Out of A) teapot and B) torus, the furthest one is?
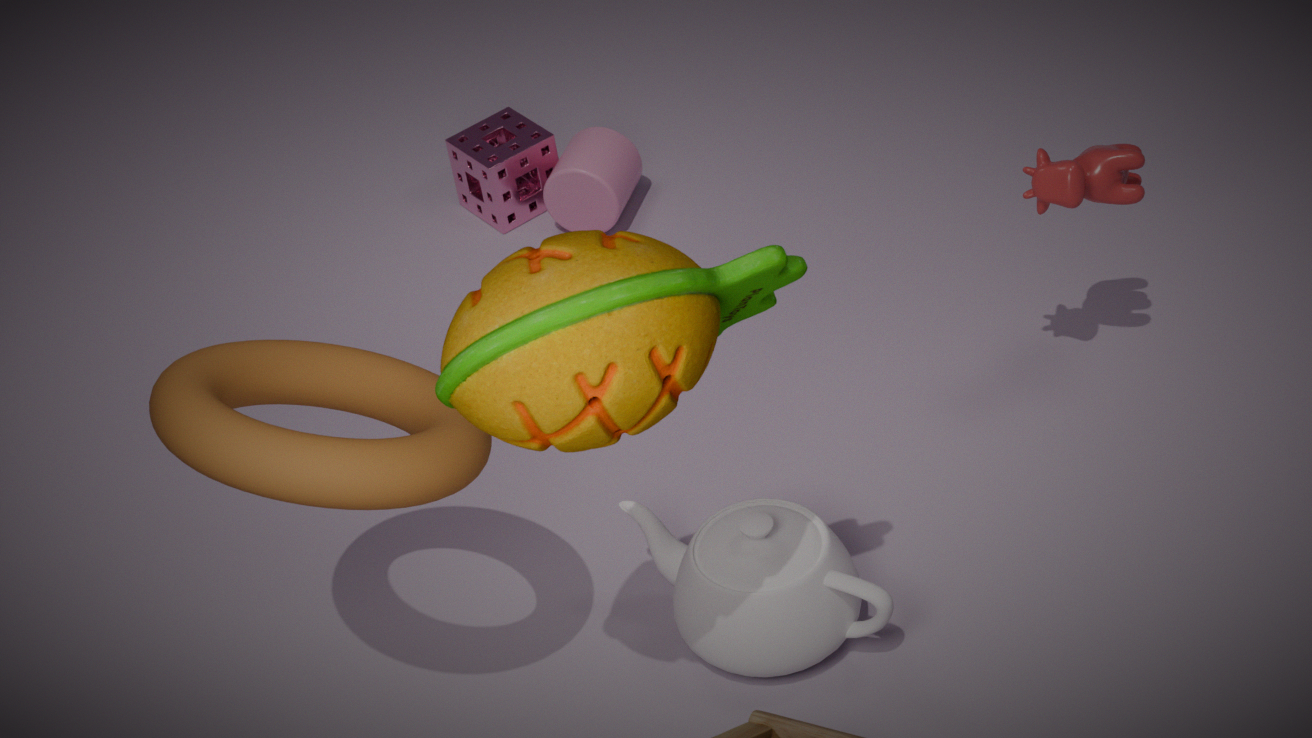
A. teapot
